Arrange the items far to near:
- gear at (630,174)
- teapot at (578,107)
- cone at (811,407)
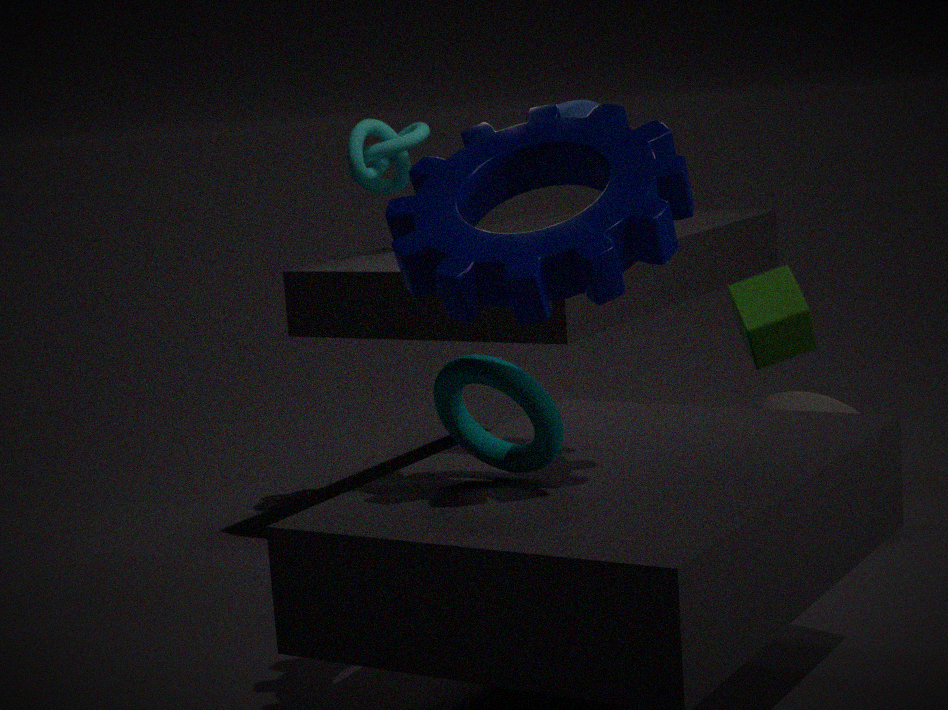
1. cone at (811,407)
2. teapot at (578,107)
3. gear at (630,174)
